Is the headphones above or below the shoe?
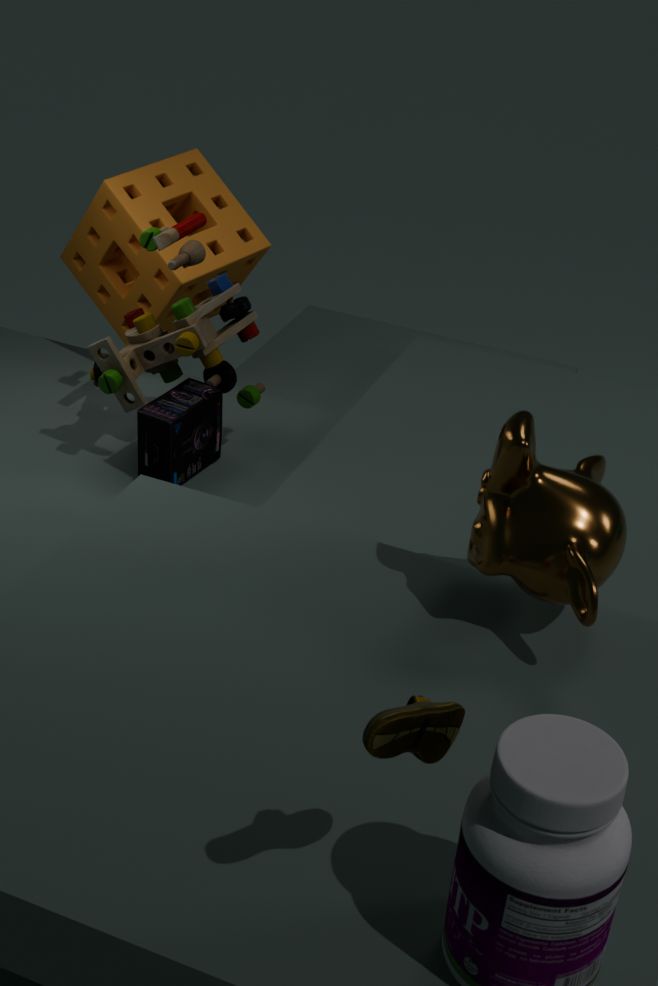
below
